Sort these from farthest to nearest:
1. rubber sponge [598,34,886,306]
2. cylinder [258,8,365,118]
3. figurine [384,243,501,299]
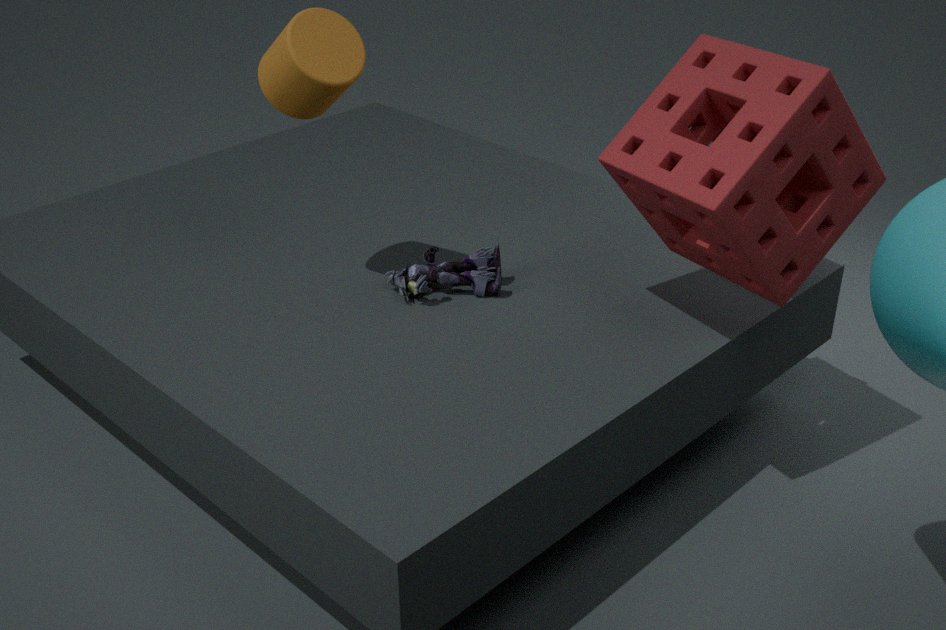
figurine [384,243,501,299] < cylinder [258,8,365,118] < rubber sponge [598,34,886,306]
